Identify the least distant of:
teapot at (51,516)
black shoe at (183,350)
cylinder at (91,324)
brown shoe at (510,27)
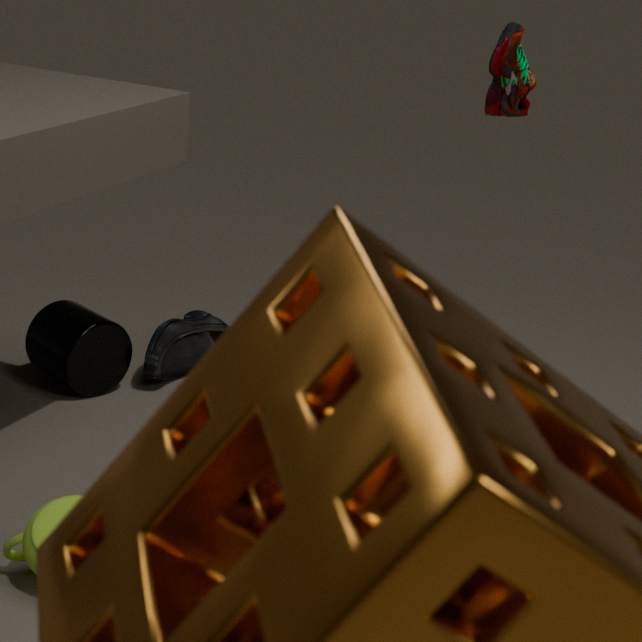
Result: teapot at (51,516)
